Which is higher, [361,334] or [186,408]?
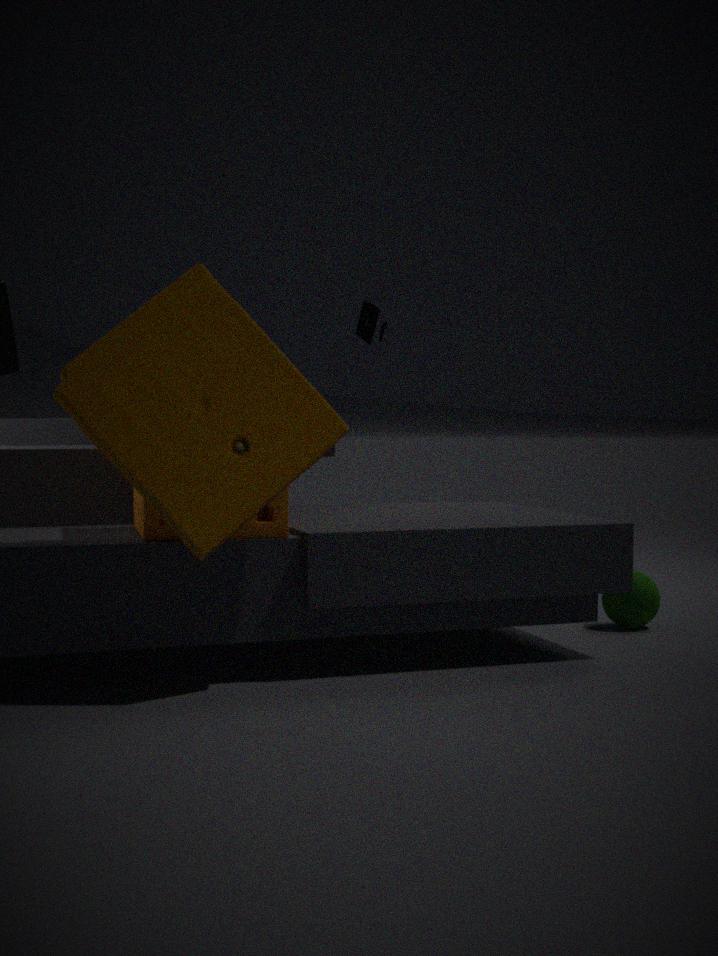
[361,334]
